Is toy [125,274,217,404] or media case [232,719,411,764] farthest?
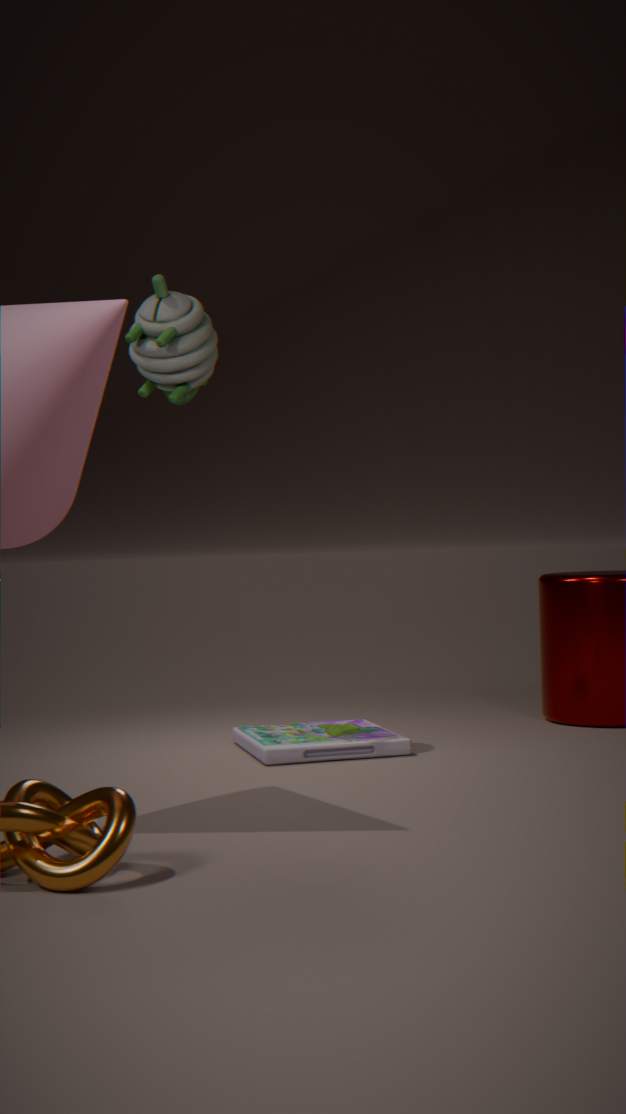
media case [232,719,411,764]
